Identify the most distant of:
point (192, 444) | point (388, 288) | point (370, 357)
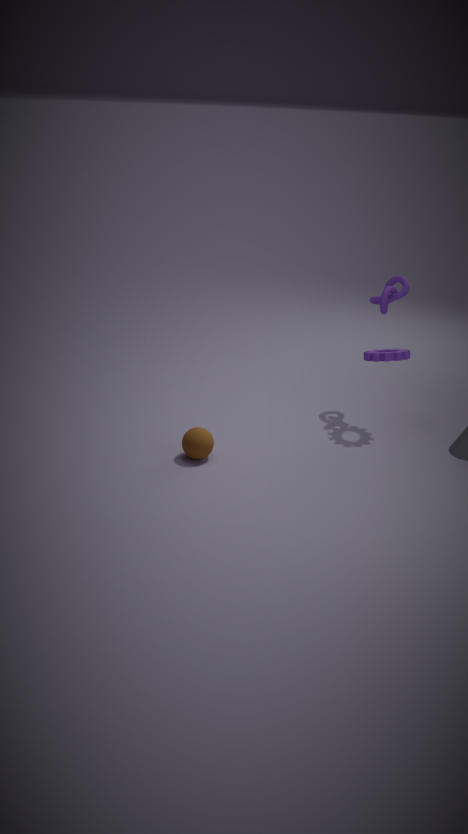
point (388, 288)
